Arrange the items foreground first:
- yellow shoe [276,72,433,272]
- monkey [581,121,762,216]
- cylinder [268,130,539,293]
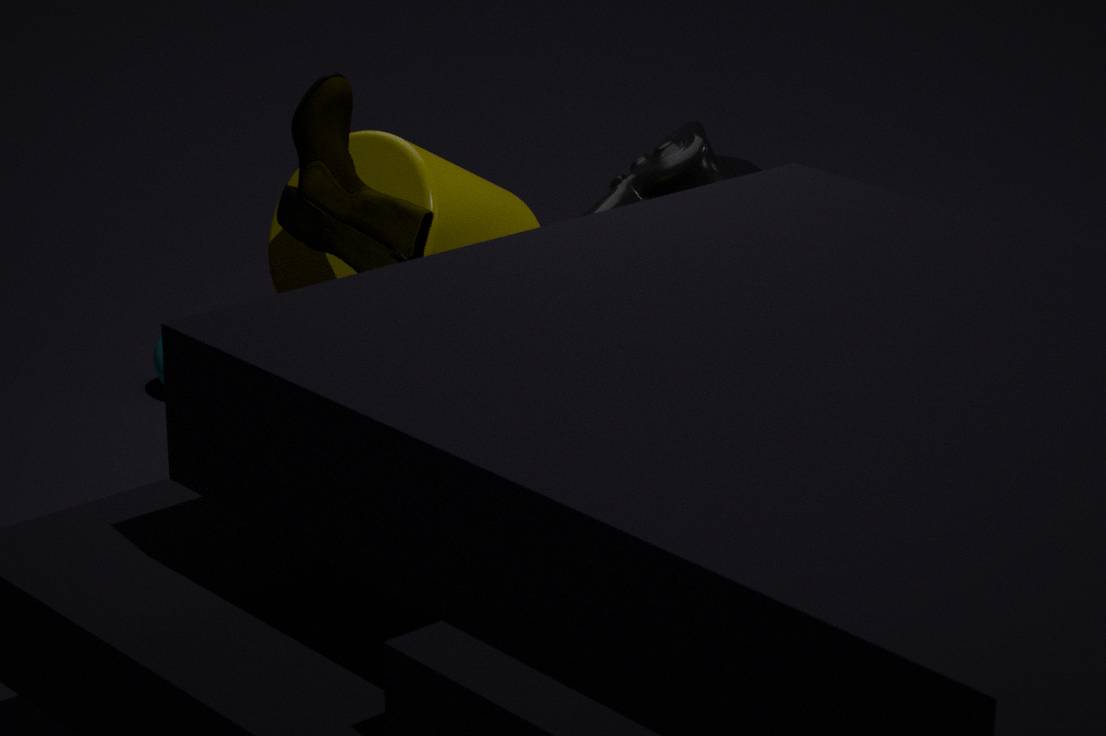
yellow shoe [276,72,433,272] → cylinder [268,130,539,293] → monkey [581,121,762,216]
